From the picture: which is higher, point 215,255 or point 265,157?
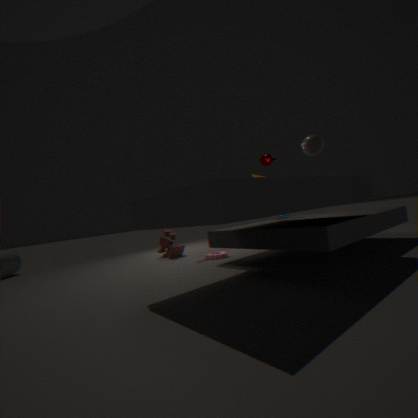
point 265,157
